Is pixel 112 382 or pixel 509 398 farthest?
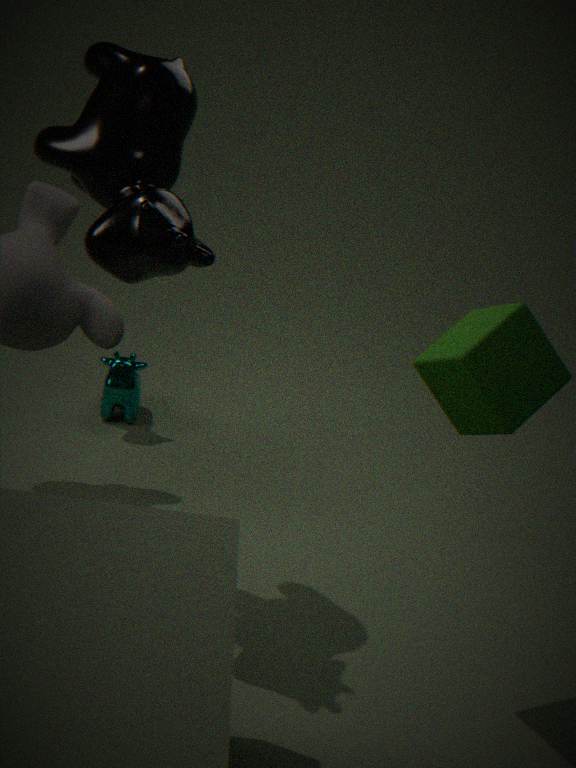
pixel 112 382
